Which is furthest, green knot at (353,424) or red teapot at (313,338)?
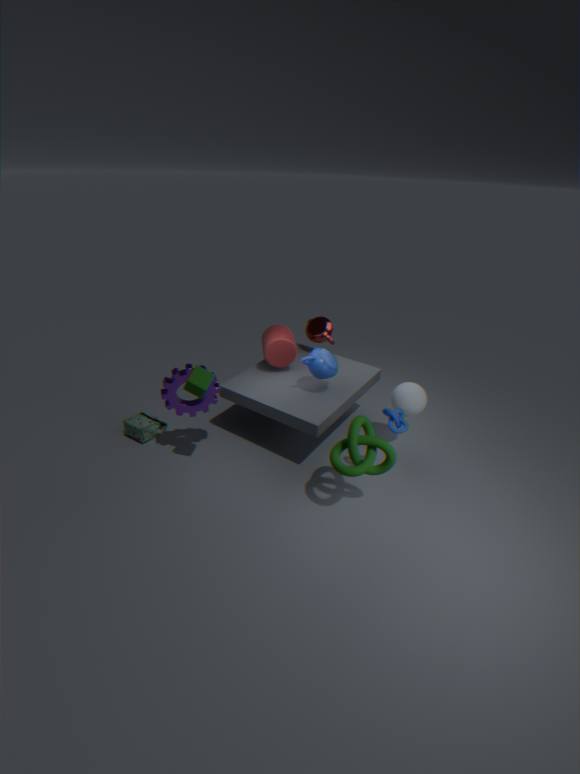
red teapot at (313,338)
